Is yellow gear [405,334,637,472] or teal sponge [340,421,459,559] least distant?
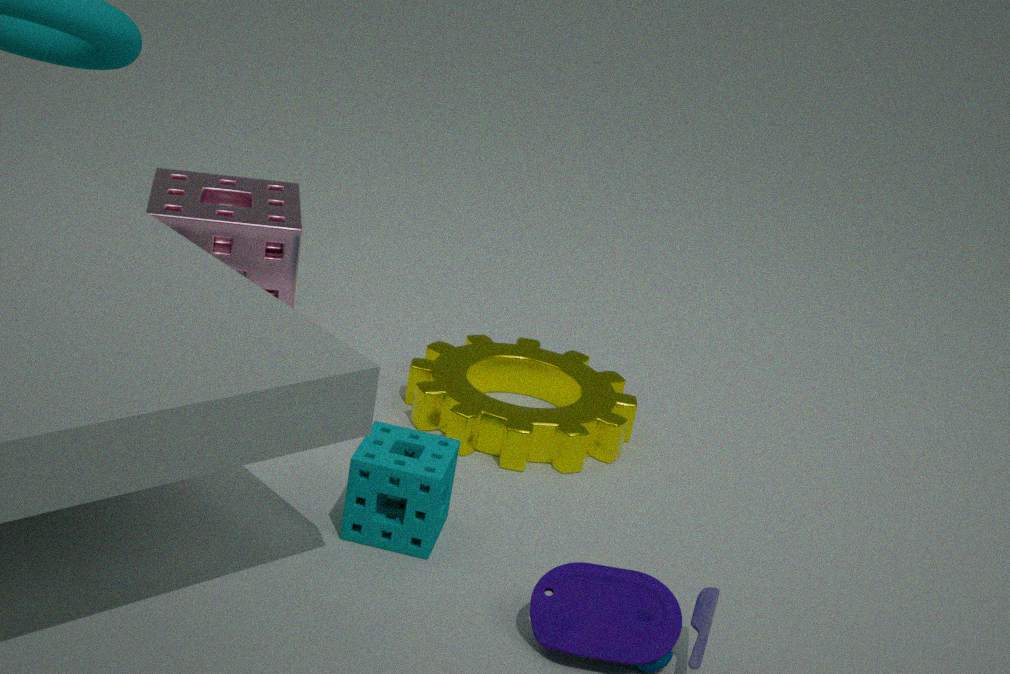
teal sponge [340,421,459,559]
